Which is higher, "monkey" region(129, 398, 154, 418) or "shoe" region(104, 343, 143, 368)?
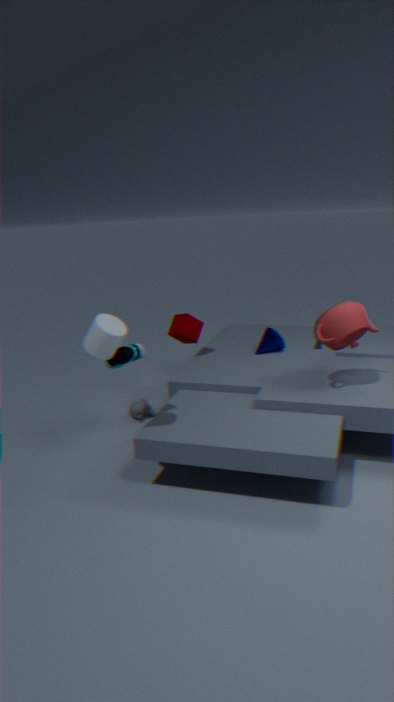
"shoe" region(104, 343, 143, 368)
